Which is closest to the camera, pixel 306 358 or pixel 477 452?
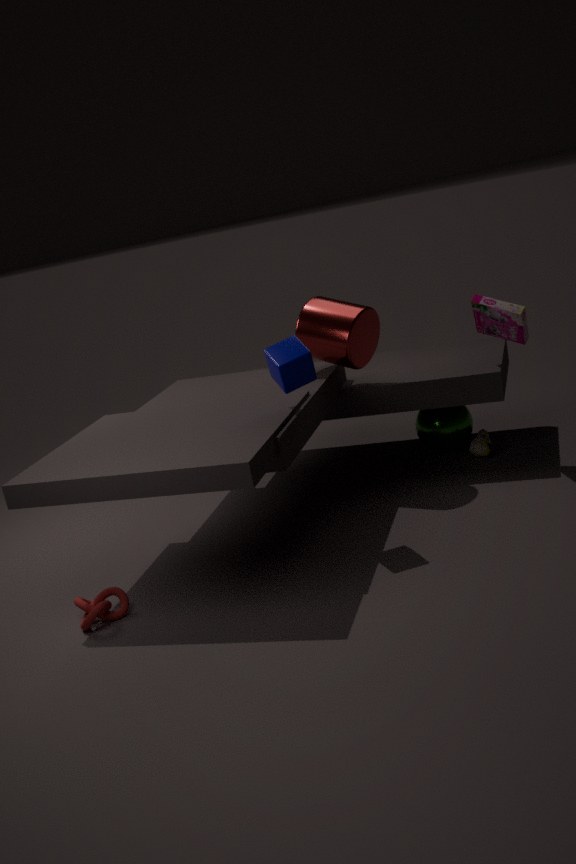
pixel 306 358
